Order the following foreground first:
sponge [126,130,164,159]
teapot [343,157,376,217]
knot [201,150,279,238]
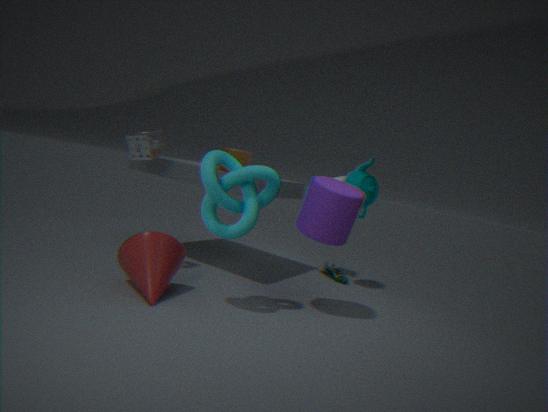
knot [201,150,279,238] → sponge [126,130,164,159] → teapot [343,157,376,217]
